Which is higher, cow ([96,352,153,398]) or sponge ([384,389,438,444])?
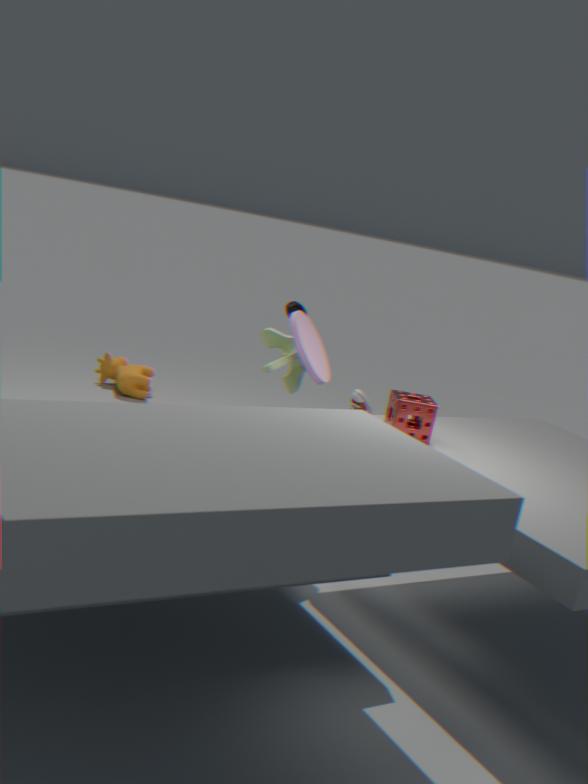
sponge ([384,389,438,444])
